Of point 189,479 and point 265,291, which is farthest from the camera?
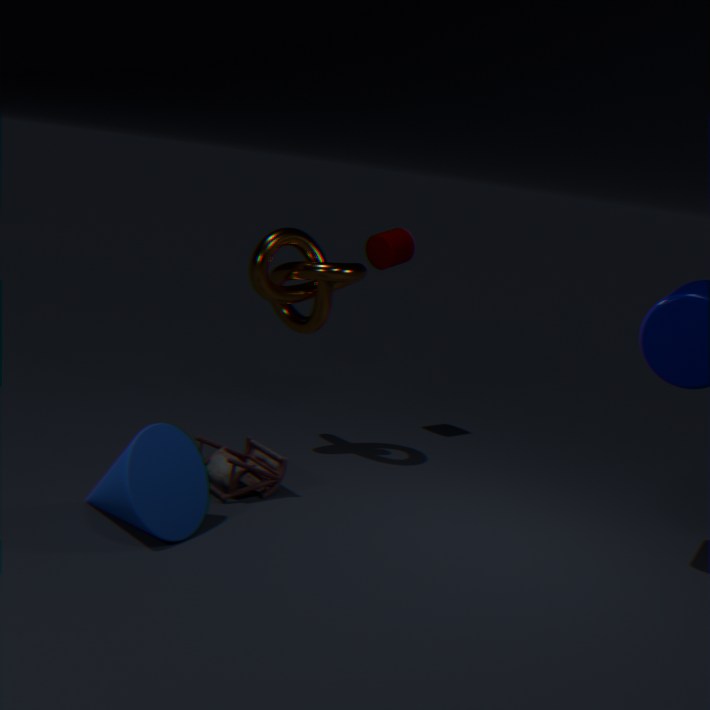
point 265,291
